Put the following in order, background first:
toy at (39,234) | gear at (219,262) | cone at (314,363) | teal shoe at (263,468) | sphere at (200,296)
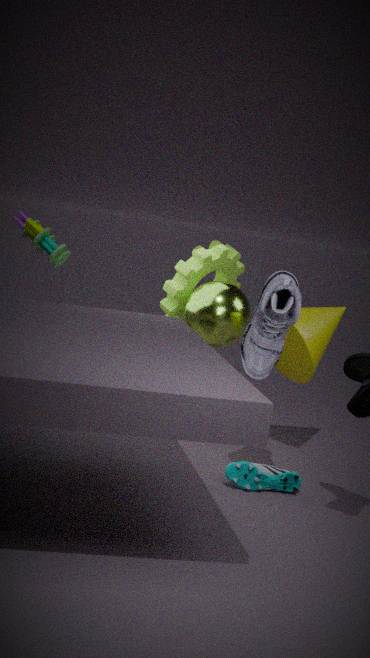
1. gear at (219,262)
2. toy at (39,234)
3. sphere at (200,296)
4. cone at (314,363)
5. teal shoe at (263,468)
